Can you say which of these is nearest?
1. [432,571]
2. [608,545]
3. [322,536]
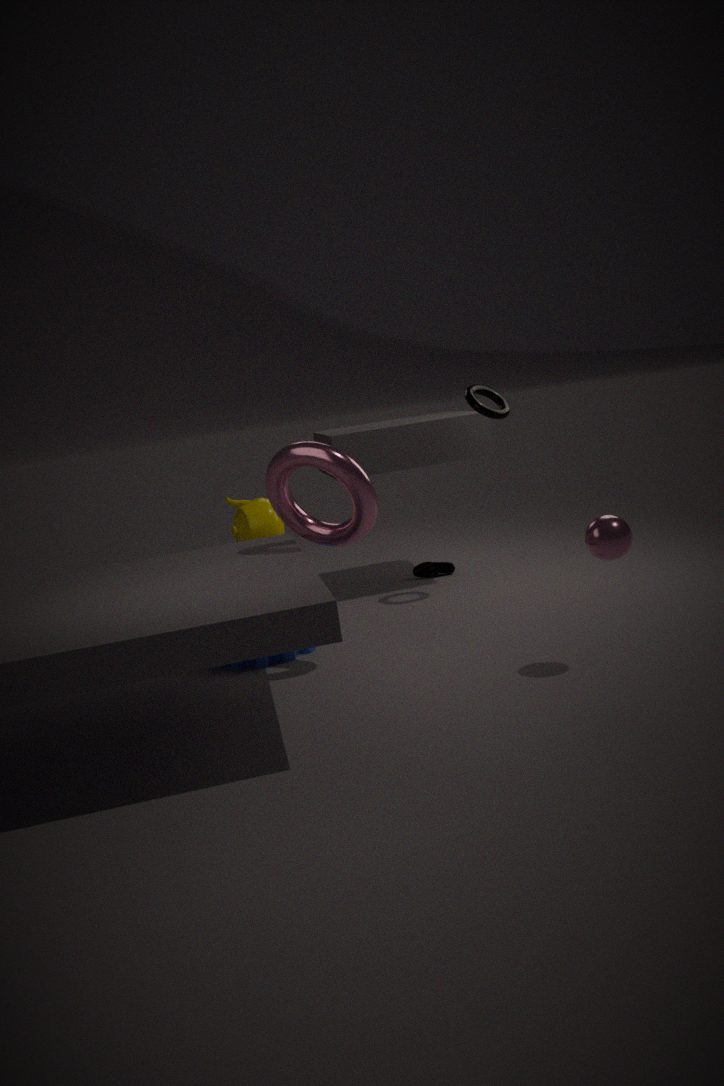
[608,545]
